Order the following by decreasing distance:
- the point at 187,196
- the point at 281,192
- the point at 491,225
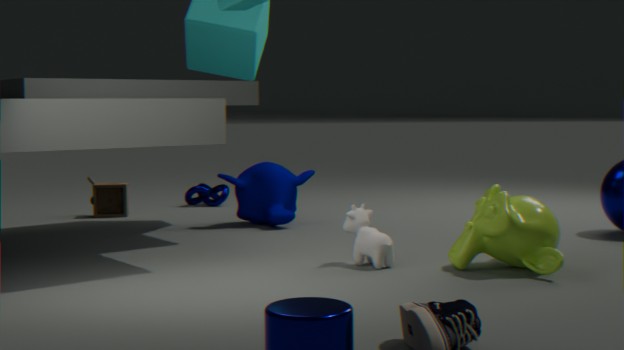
the point at 187,196, the point at 281,192, the point at 491,225
